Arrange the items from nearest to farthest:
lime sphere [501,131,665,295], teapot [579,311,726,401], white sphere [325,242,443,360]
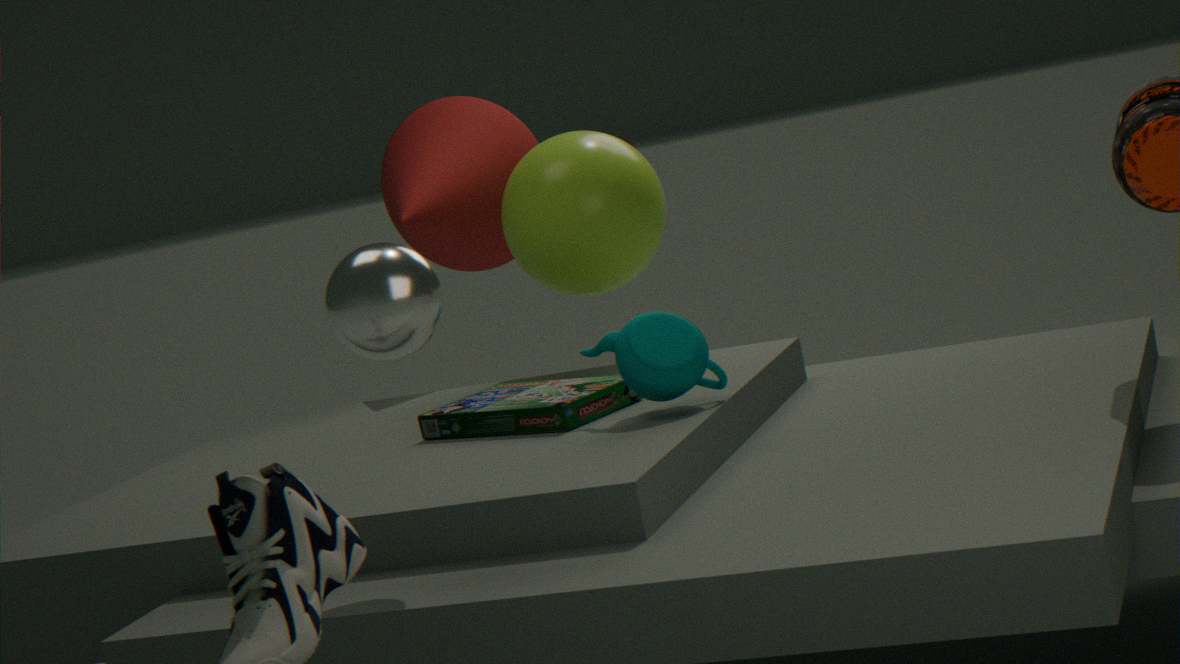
white sphere [325,242,443,360] < teapot [579,311,726,401] < lime sphere [501,131,665,295]
